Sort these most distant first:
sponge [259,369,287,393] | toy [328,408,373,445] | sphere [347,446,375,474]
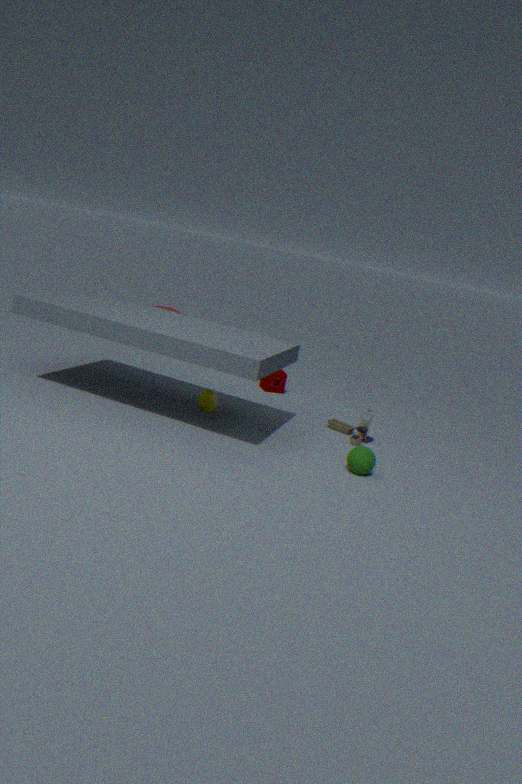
1. sponge [259,369,287,393]
2. toy [328,408,373,445]
3. sphere [347,446,375,474]
